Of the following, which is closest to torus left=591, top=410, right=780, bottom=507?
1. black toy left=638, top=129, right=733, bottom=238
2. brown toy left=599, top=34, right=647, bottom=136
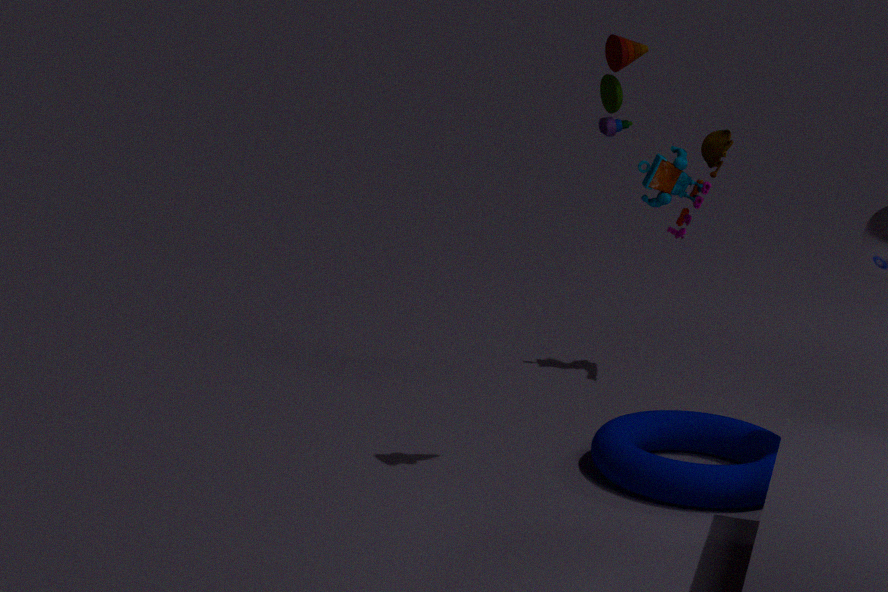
black toy left=638, top=129, right=733, bottom=238
